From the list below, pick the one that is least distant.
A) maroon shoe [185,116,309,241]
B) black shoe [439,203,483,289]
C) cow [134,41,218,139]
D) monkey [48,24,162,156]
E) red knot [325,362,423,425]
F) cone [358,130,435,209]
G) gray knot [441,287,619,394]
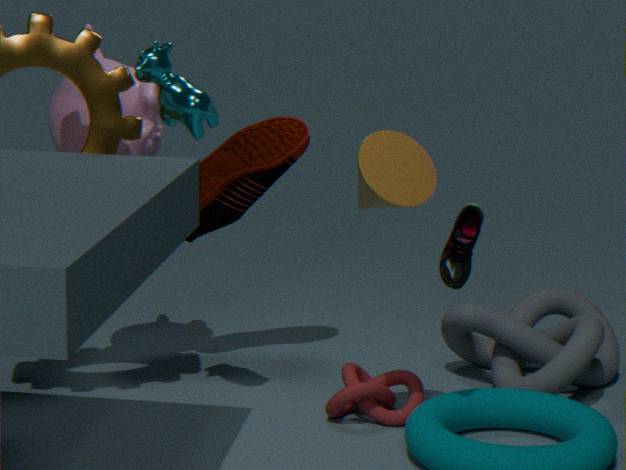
cone [358,130,435,209]
